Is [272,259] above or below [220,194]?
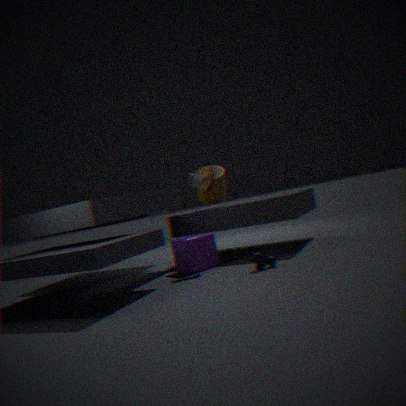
below
